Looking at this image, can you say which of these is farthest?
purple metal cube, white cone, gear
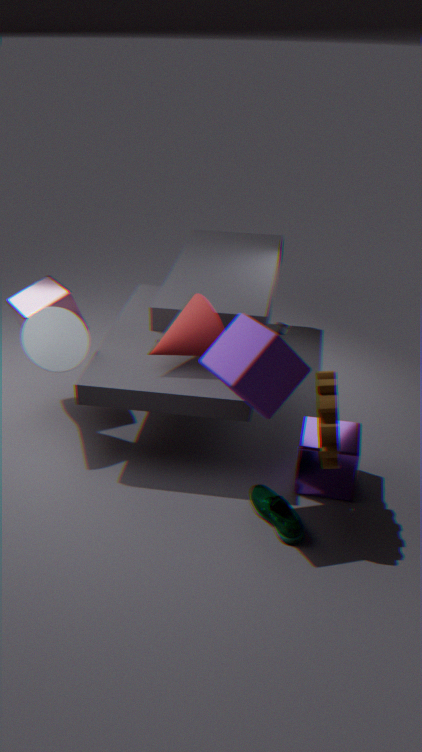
white cone
